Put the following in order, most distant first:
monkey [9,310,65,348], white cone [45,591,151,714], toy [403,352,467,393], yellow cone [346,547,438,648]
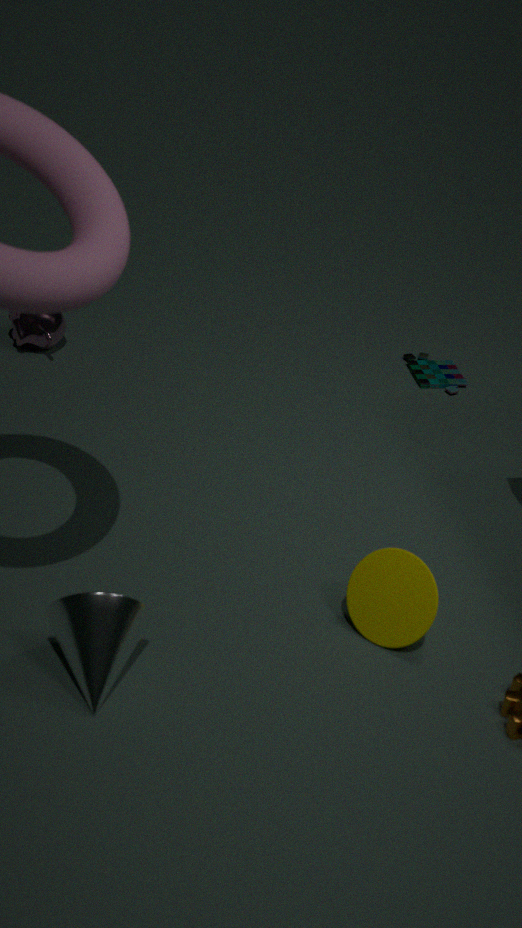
1. toy [403,352,467,393]
2. monkey [9,310,65,348]
3. yellow cone [346,547,438,648]
4. white cone [45,591,151,714]
